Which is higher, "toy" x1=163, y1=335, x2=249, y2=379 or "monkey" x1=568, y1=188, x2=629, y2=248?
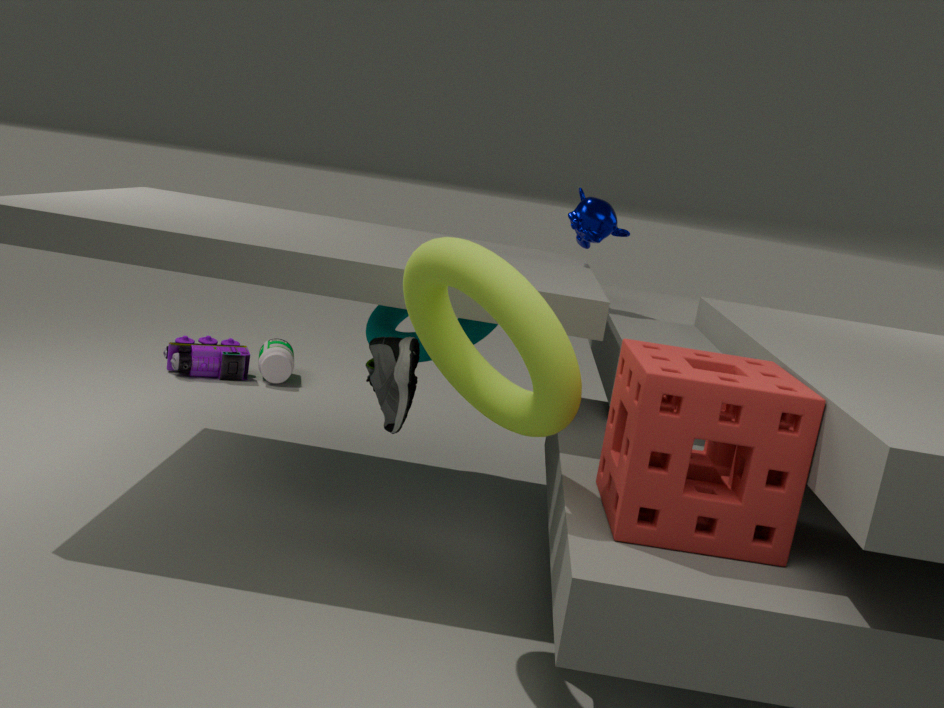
"monkey" x1=568, y1=188, x2=629, y2=248
